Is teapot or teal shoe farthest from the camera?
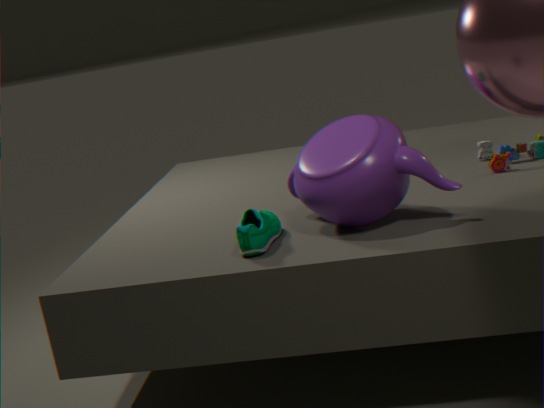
teal shoe
